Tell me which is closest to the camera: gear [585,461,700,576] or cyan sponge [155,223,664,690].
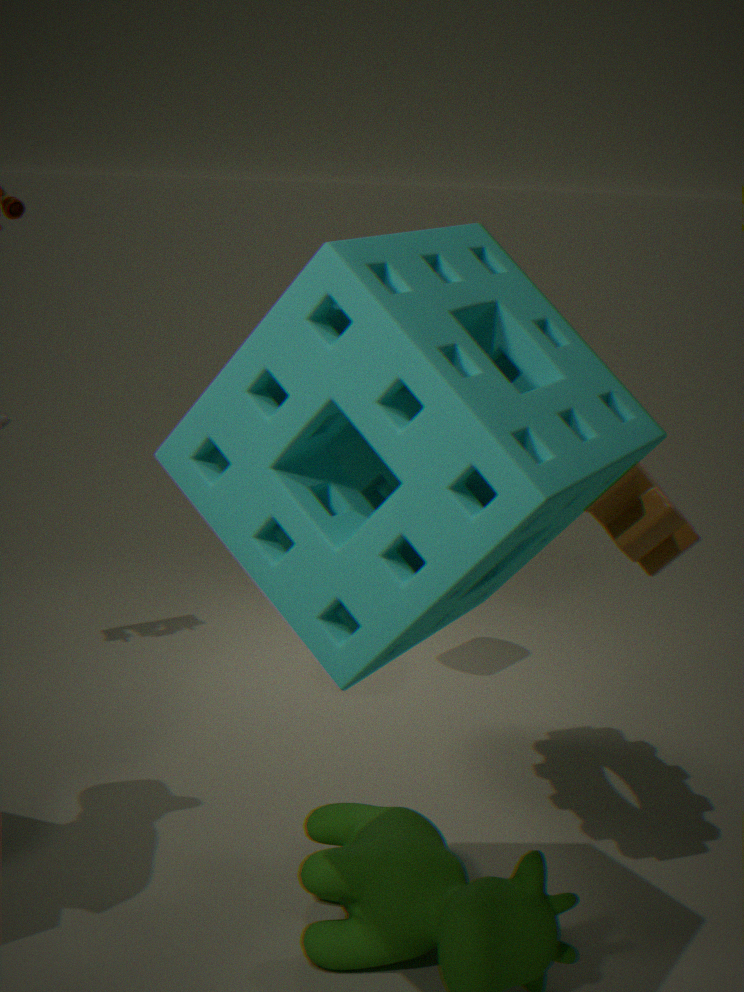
cyan sponge [155,223,664,690]
